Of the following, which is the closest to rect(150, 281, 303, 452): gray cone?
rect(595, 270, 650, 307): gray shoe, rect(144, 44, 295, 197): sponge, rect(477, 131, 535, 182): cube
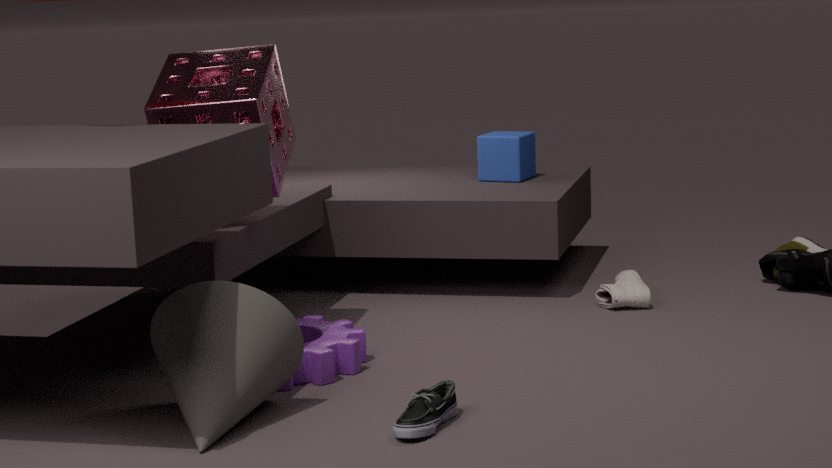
rect(144, 44, 295, 197): sponge
